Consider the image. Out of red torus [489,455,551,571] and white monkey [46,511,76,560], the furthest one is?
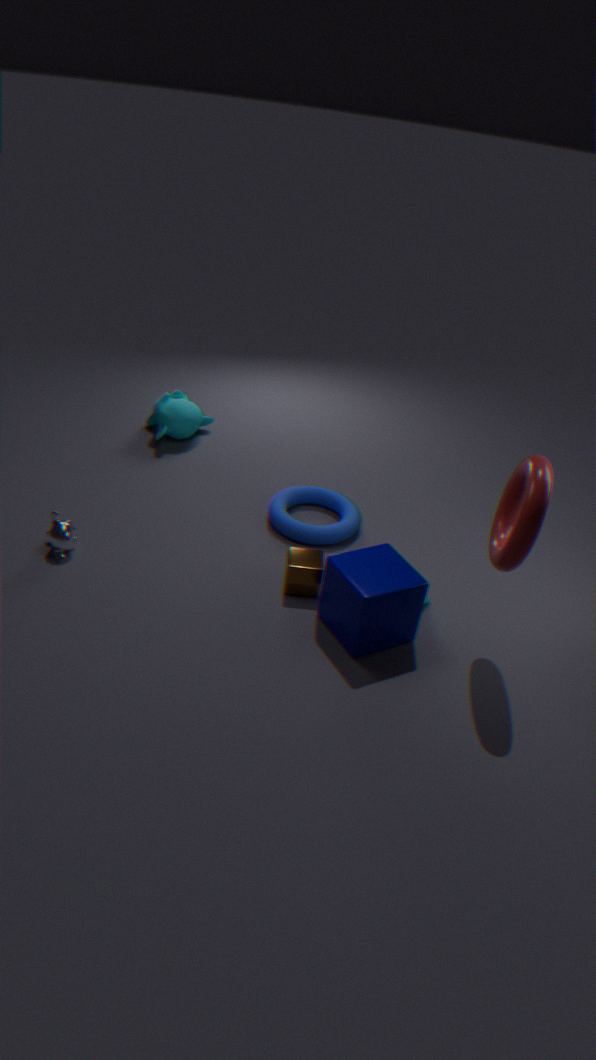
white monkey [46,511,76,560]
